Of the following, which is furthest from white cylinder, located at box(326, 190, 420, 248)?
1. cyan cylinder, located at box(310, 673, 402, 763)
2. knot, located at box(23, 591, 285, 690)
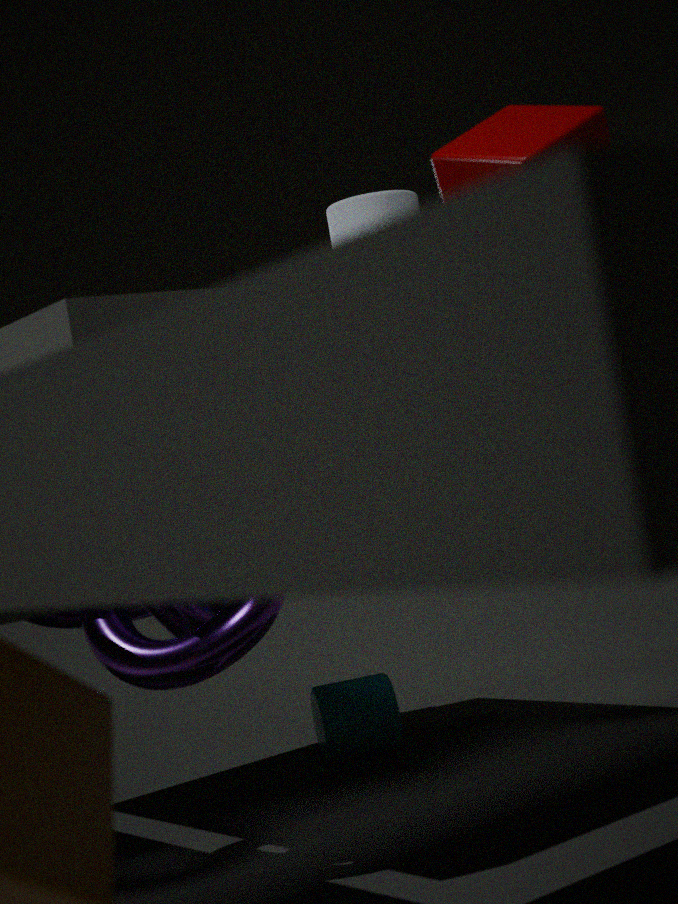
cyan cylinder, located at box(310, 673, 402, 763)
